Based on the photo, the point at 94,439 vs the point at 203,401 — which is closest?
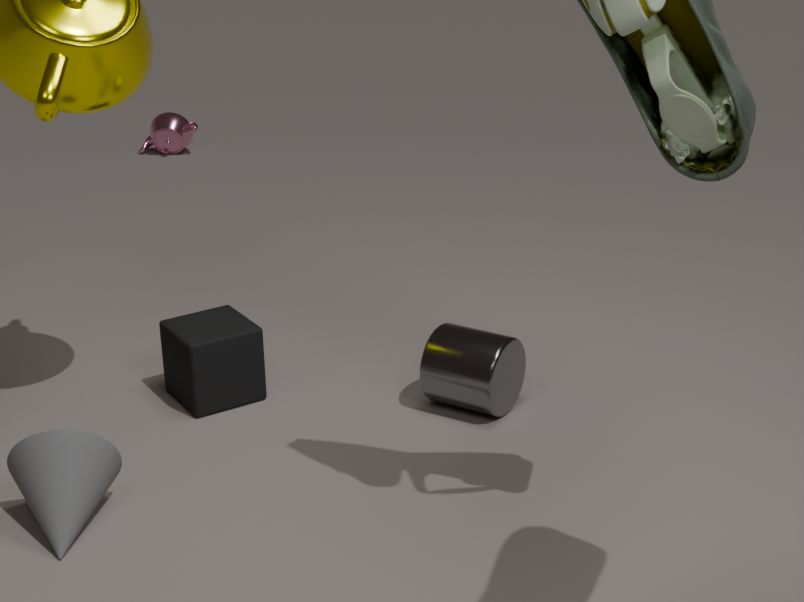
the point at 94,439
